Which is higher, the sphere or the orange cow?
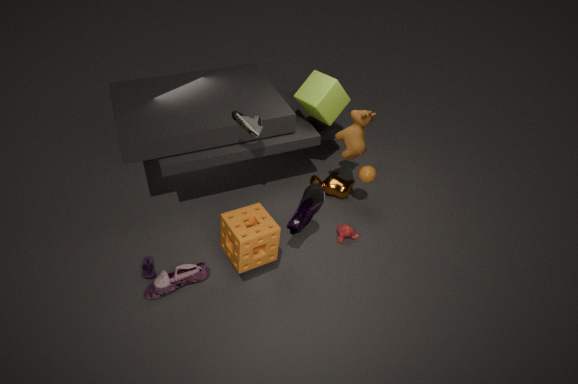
the sphere
